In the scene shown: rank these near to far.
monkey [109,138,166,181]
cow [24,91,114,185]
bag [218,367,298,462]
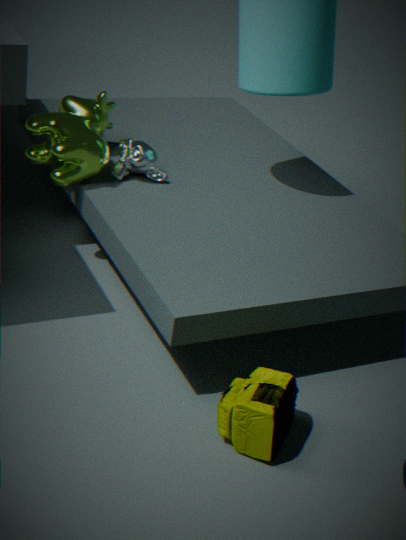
bag [218,367,298,462] < cow [24,91,114,185] < monkey [109,138,166,181]
